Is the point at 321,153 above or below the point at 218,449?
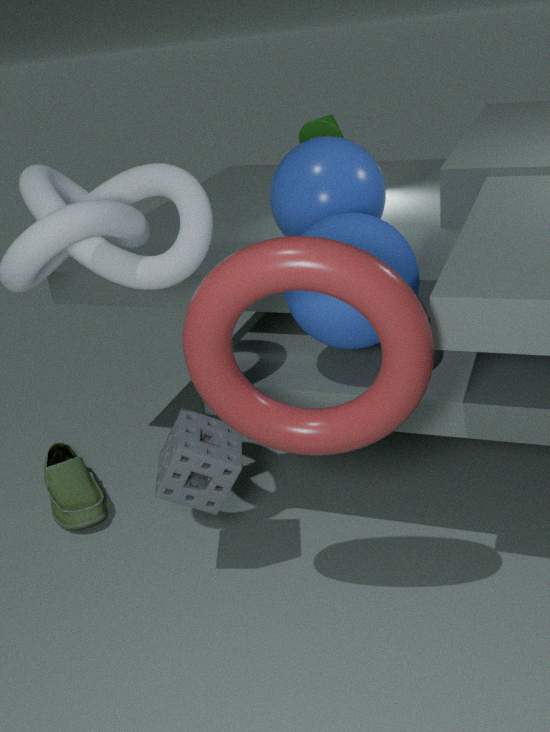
above
